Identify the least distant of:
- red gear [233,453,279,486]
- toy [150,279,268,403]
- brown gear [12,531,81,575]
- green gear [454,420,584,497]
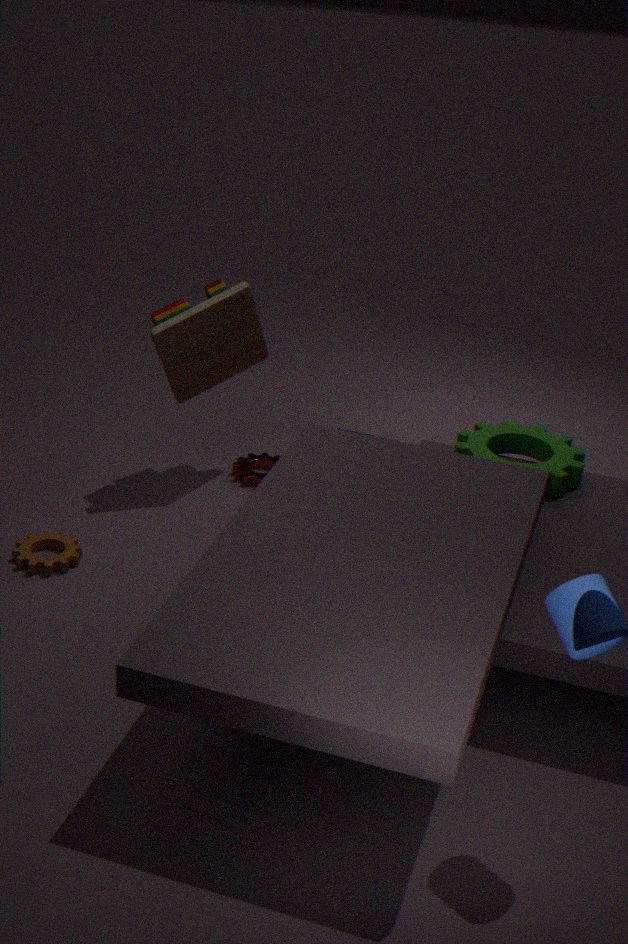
brown gear [12,531,81,575]
